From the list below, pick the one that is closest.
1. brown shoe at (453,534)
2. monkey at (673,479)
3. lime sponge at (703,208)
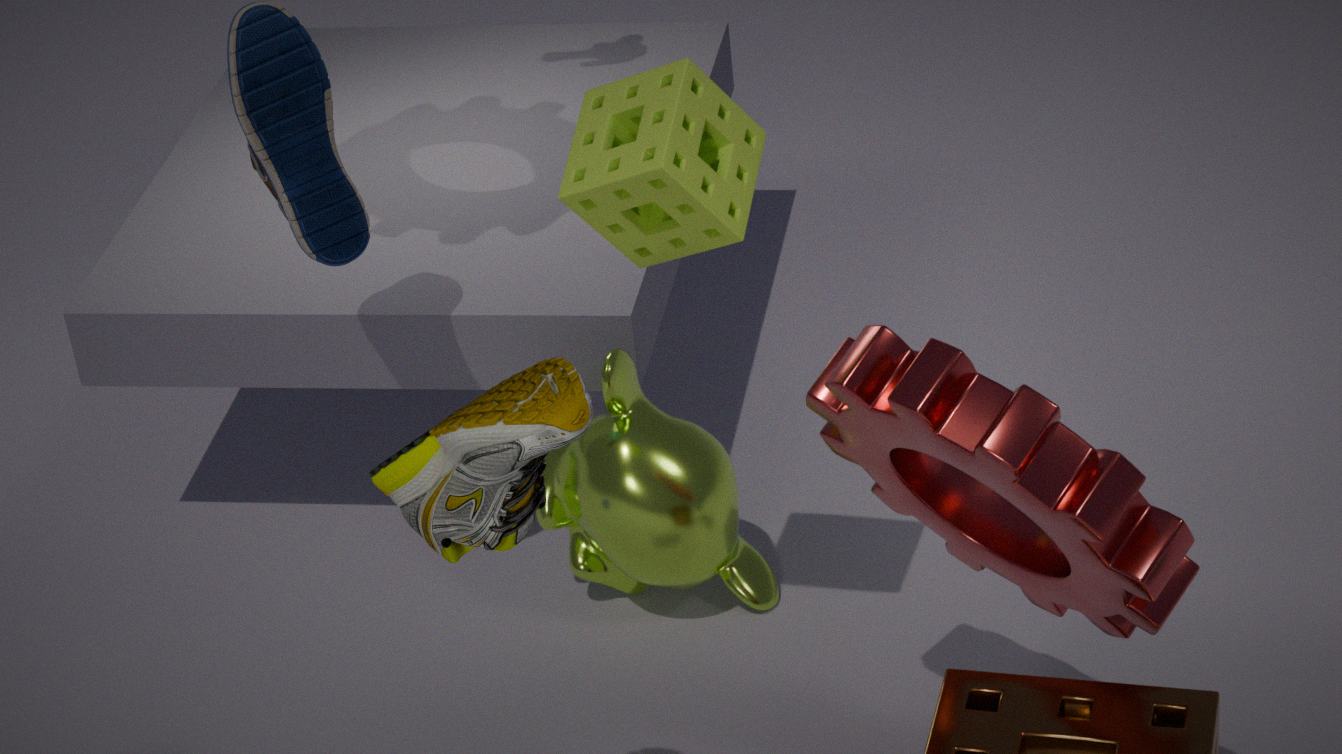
brown shoe at (453,534)
